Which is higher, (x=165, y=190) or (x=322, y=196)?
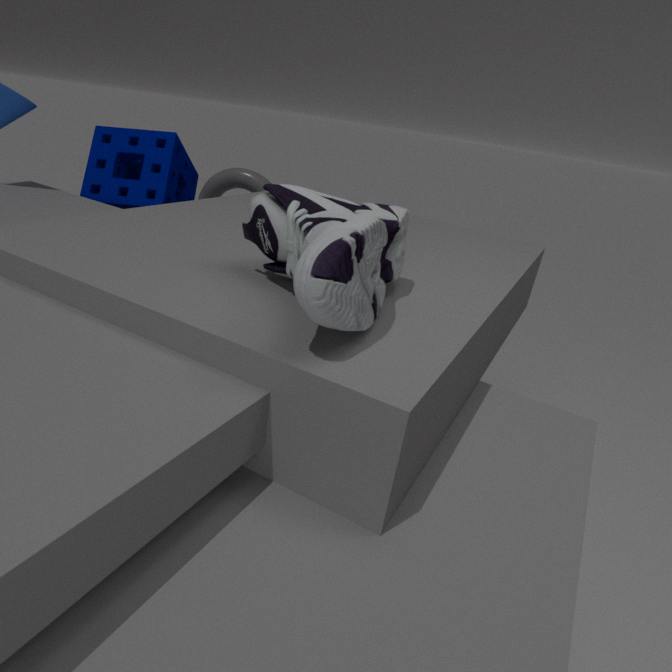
(x=322, y=196)
